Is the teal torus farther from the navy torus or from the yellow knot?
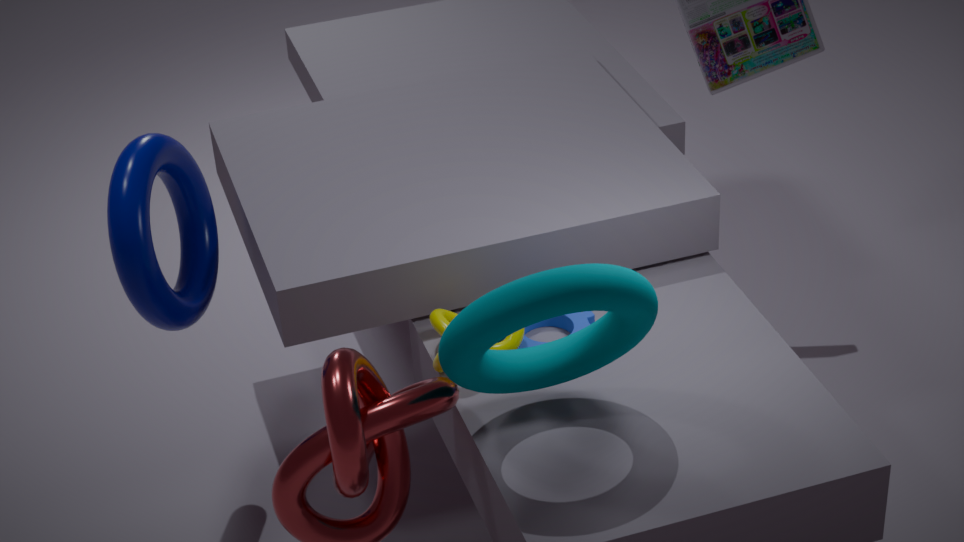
the navy torus
